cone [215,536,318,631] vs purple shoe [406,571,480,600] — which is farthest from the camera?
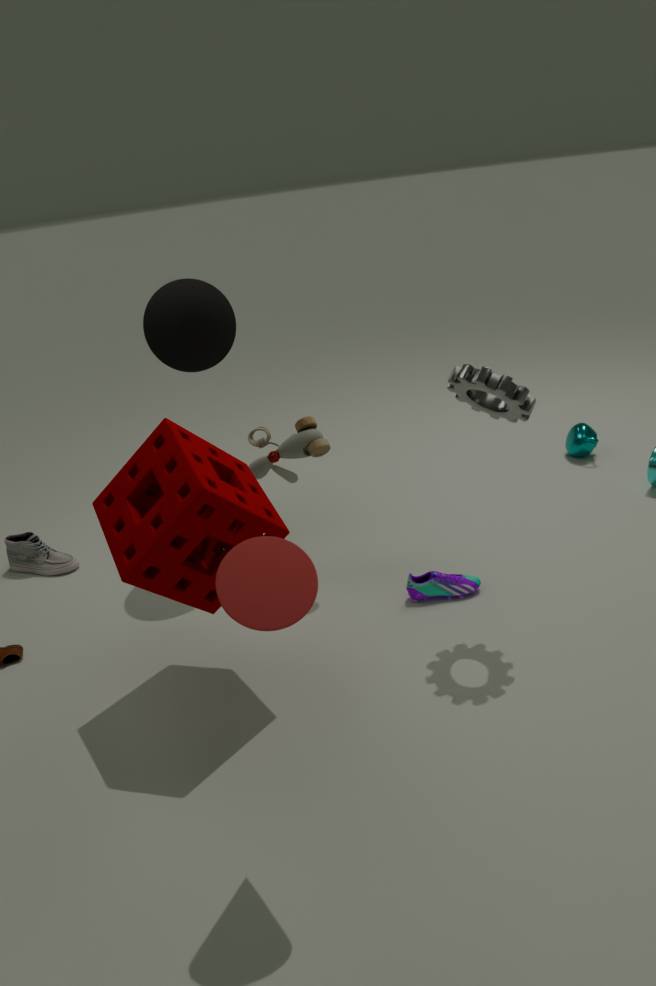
purple shoe [406,571,480,600]
